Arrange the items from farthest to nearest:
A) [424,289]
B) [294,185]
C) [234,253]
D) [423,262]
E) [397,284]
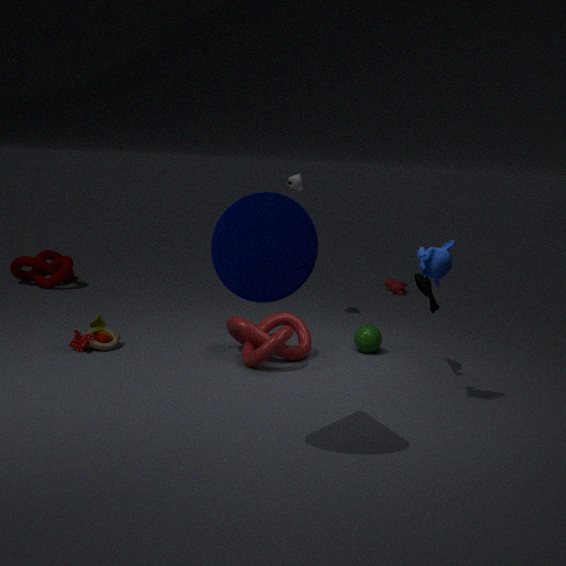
[397,284], [294,185], [424,289], [423,262], [234,253]
